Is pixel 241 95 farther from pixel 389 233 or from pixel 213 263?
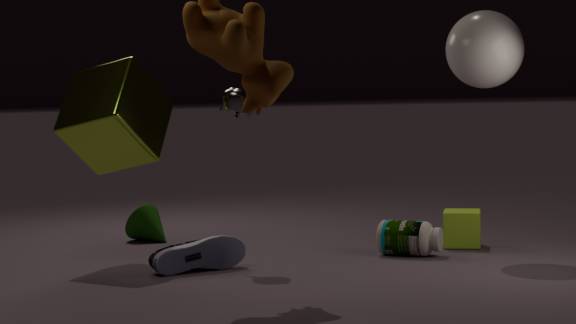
pixel 389 233
